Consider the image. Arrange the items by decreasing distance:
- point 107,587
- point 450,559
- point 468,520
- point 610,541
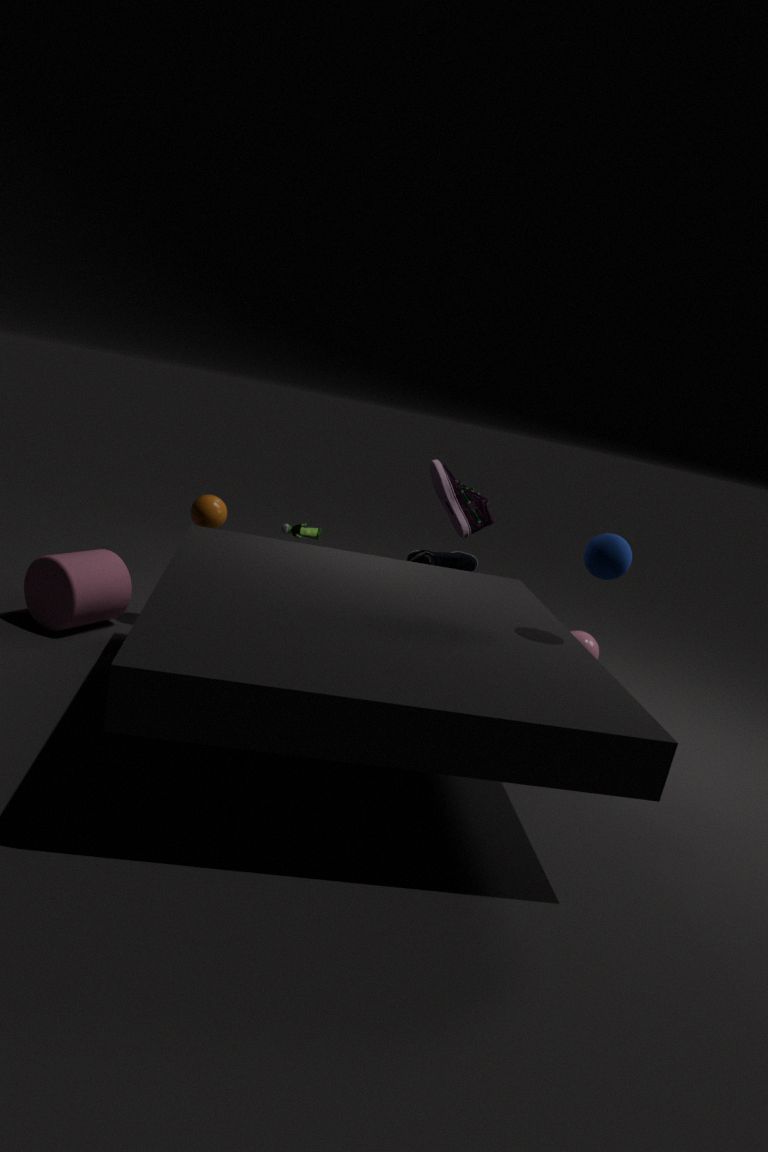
point 450,559 → point 468,520 → point 107,587 → point 610,541
